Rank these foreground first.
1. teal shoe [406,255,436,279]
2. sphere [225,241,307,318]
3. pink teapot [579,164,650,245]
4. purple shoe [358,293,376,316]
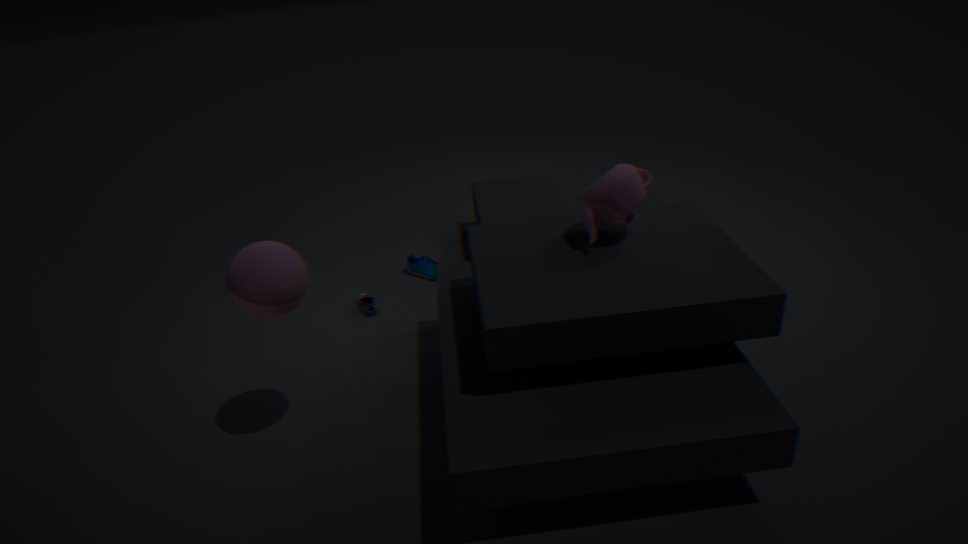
sphere [225,241,307,318] < pink teapot [579,164,650,245] < purple shoe [358,293,376,316] < teal shoe [406,255,436,279]
